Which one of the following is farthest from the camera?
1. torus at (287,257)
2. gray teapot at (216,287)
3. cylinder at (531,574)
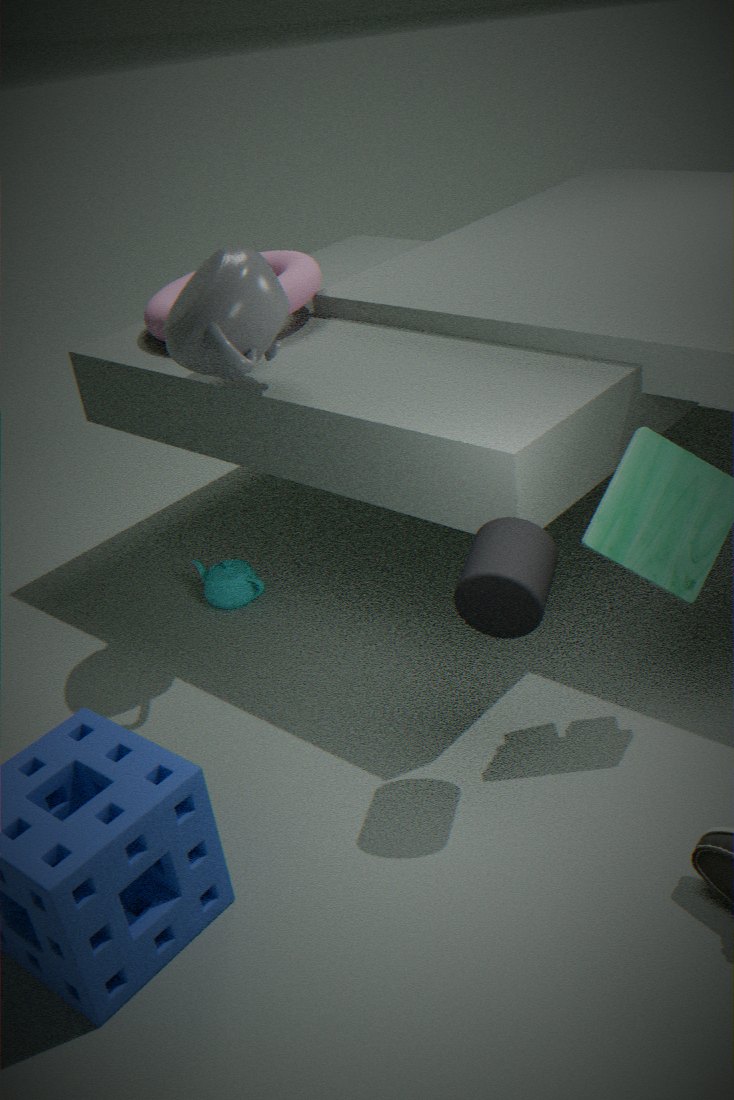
torus at (287,257)
